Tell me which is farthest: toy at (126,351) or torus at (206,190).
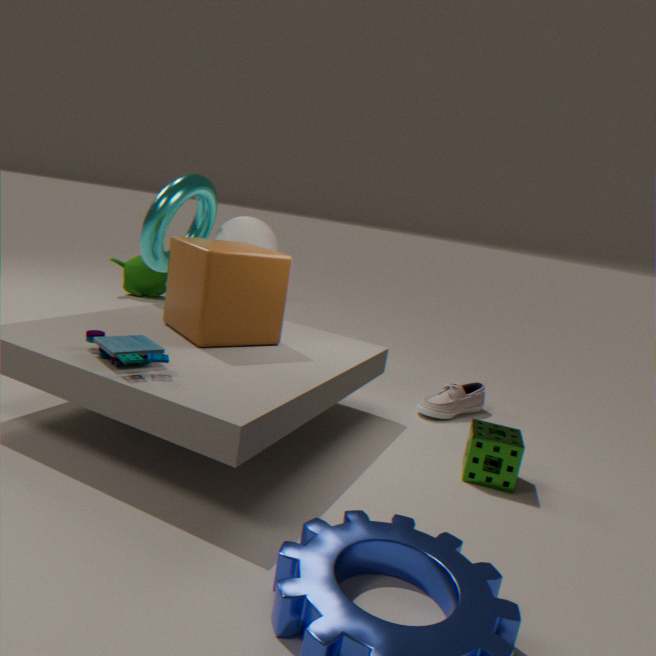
torus at (206,190)
